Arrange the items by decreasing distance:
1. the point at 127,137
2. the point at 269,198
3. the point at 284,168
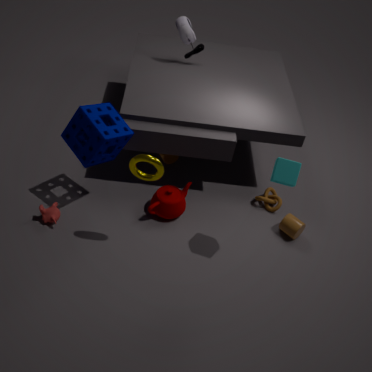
the point at 269,198
the point at 127,137
the point at 284,168
